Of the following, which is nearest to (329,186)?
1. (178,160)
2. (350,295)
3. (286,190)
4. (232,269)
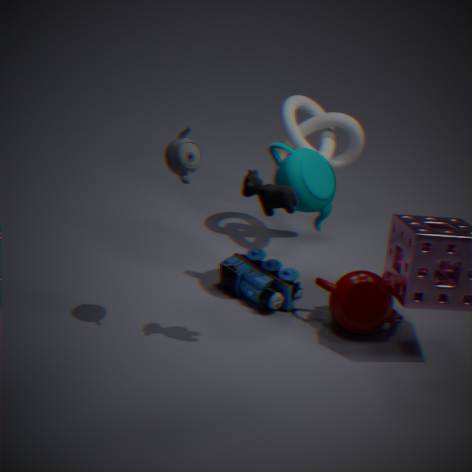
(286,190)
